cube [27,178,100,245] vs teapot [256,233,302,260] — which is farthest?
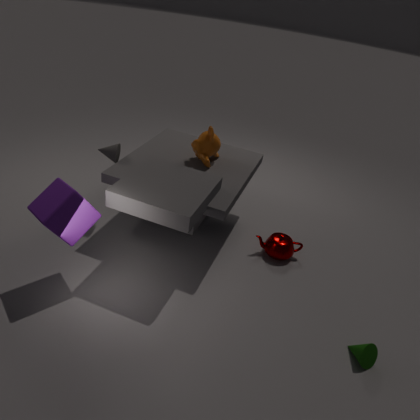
teapot [256,233,302,260]
